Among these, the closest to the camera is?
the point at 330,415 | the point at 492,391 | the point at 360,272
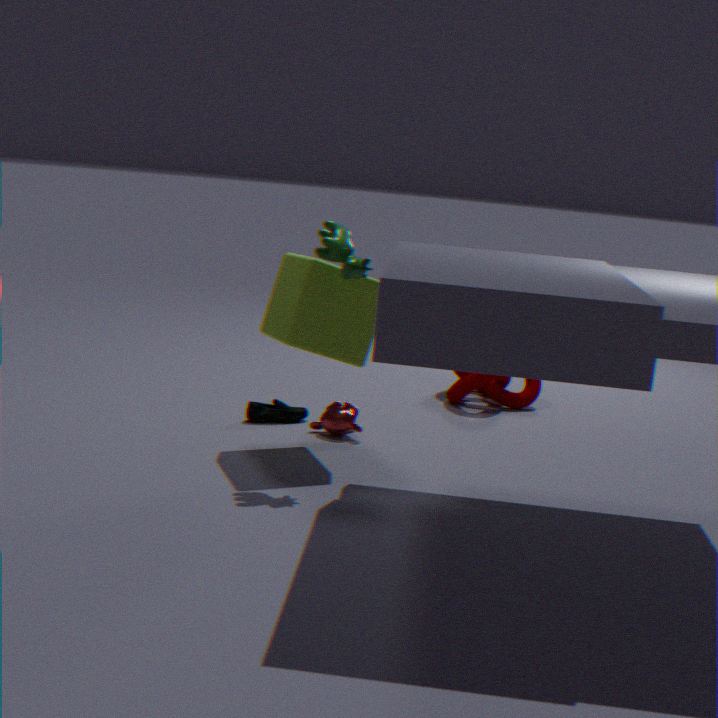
the point at 360,272
